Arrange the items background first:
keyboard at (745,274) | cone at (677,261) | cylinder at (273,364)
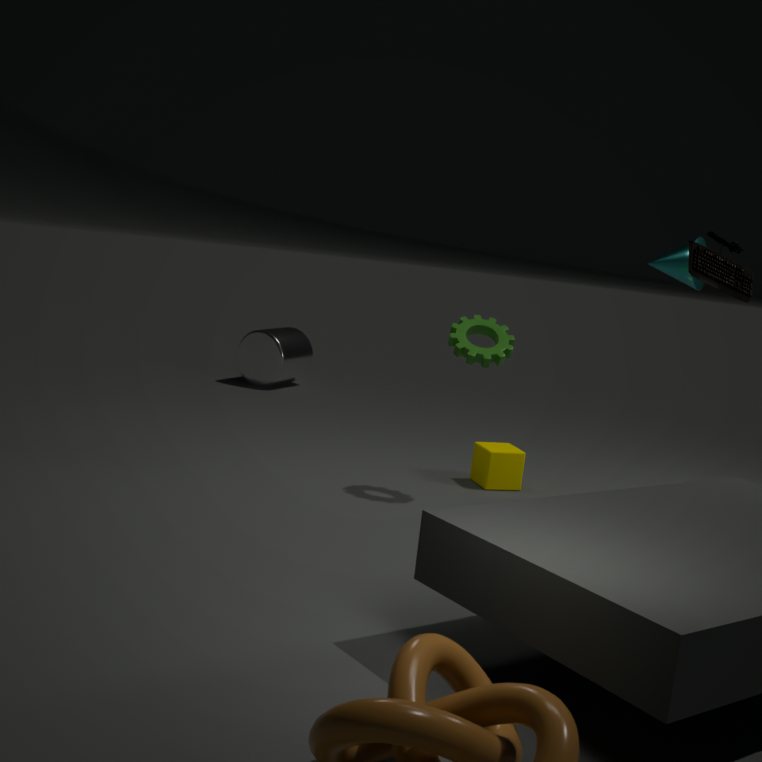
cylinder at (273,364), cone at (677,261), keyboard at (745,274)
